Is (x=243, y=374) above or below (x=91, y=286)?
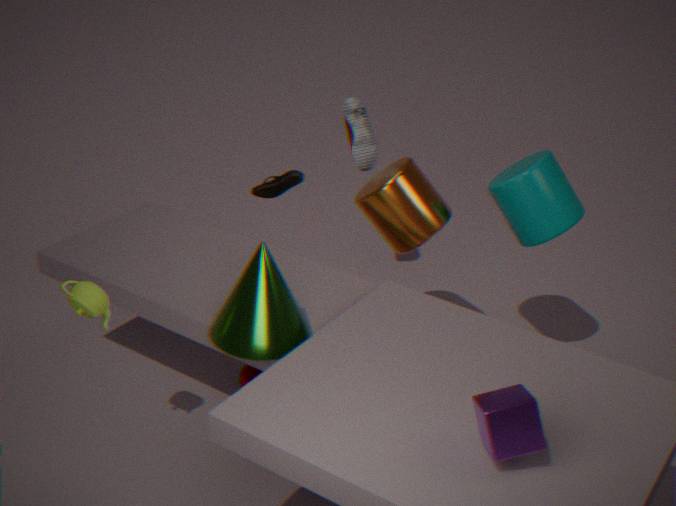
below
